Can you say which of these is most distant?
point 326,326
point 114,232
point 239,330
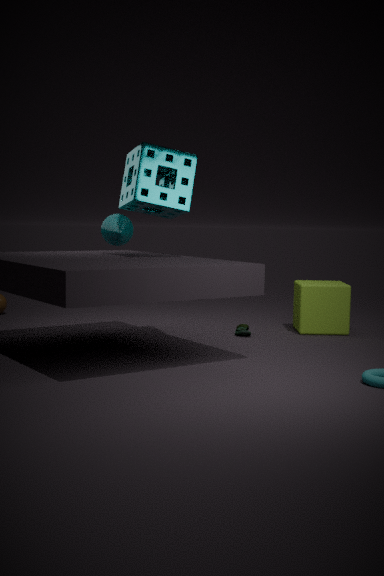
point 239,330
